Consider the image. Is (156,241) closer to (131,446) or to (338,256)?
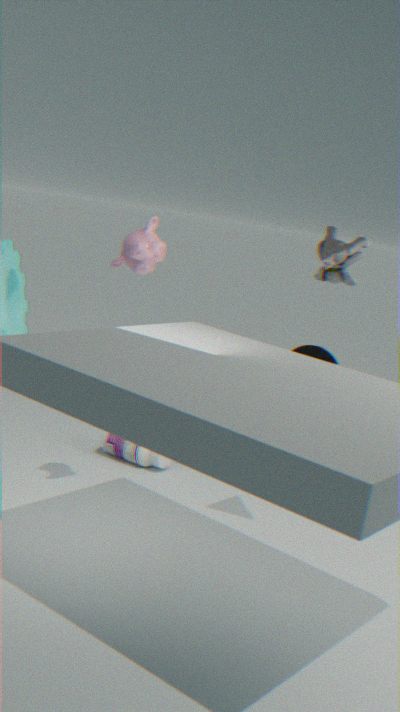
(131,446)
